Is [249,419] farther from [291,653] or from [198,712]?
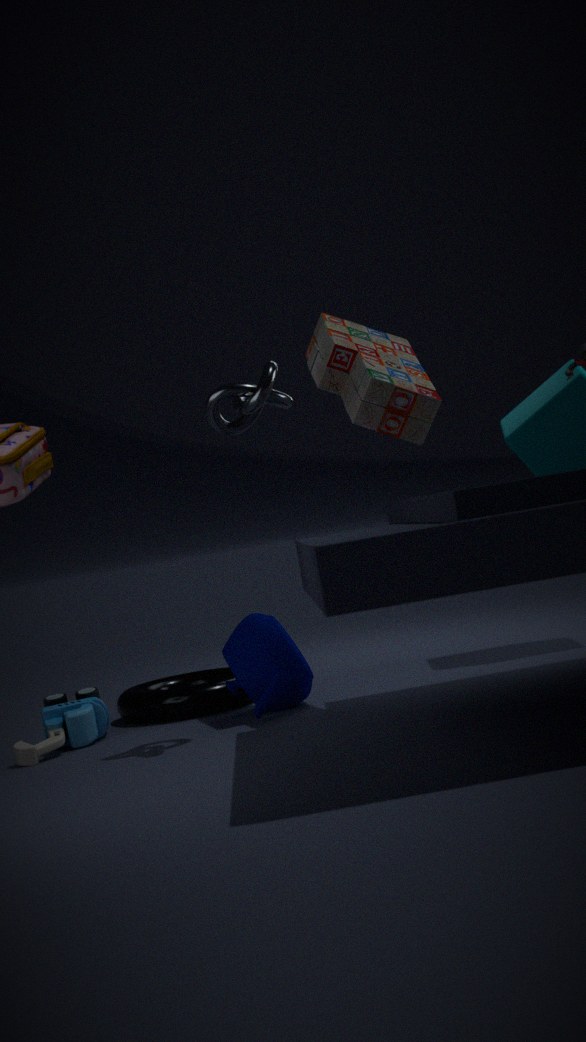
[198,712]
